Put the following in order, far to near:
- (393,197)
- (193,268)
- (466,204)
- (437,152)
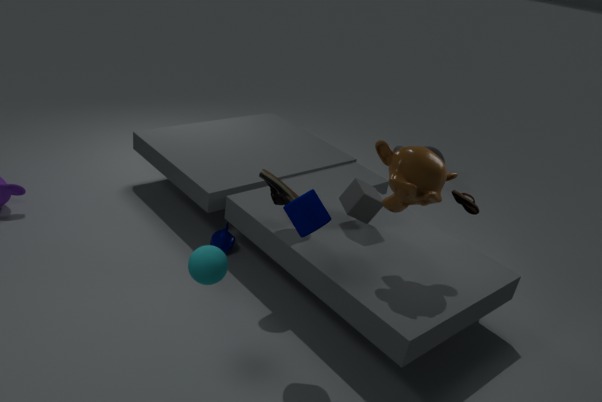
(437,152), (466,204), (393,197), (193,268)
